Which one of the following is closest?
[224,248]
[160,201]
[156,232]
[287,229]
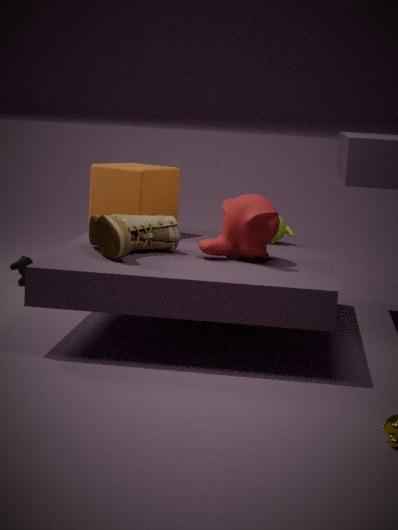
[224,248]
